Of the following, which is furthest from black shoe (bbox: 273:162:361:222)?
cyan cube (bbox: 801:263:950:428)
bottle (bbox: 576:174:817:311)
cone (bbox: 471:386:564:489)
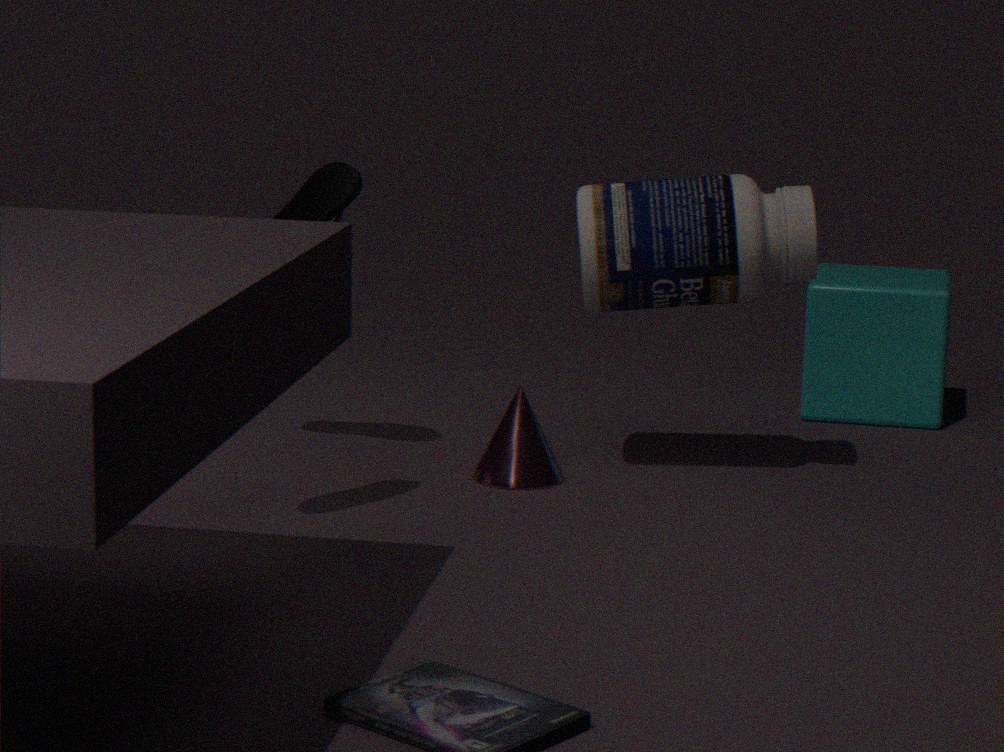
cyan cube (bbox: 801:263:950:428)
